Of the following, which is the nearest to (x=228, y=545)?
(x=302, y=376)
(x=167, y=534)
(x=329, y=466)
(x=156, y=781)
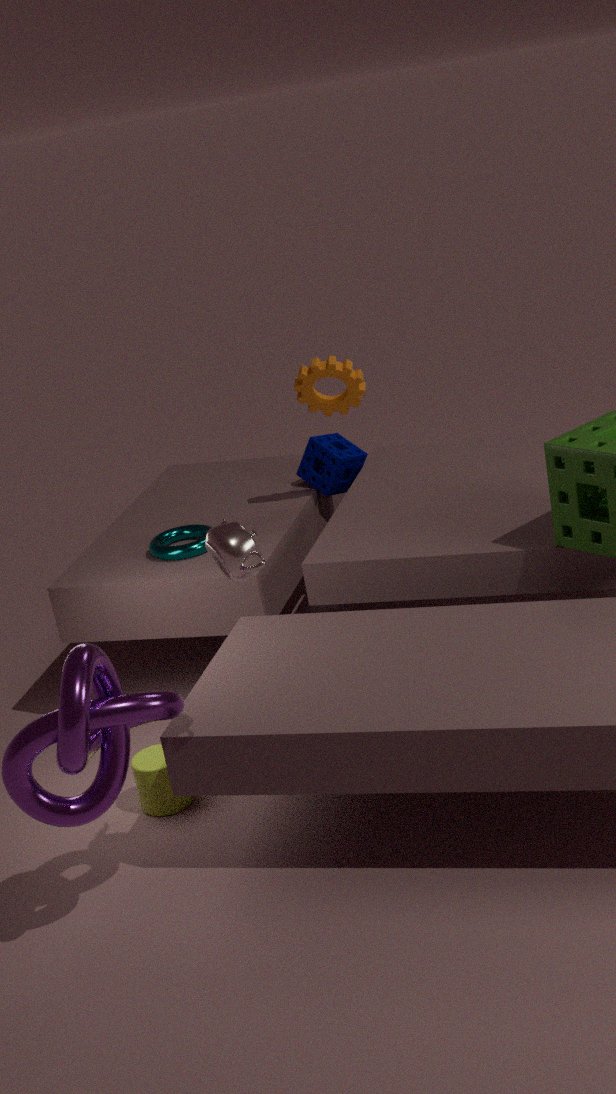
(x=156, y=781)
